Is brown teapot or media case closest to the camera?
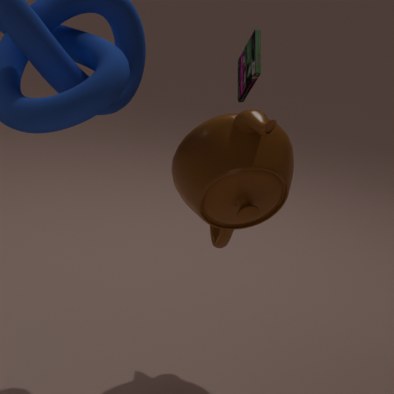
brown teapot
